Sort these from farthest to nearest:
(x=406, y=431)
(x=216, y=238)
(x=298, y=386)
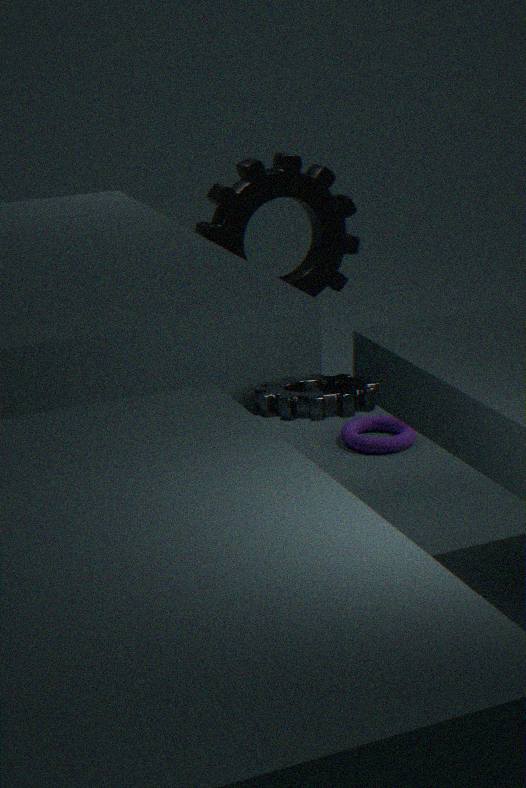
(x=406, y=431) < (x=216, y=238) < (x=298, y=386)
